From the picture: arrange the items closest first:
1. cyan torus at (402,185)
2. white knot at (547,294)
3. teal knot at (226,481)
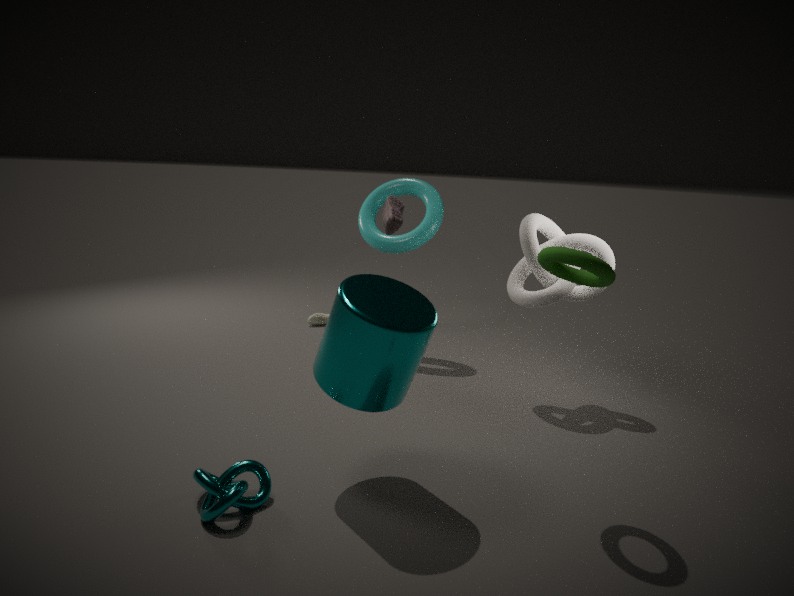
1. teal knot at (226,481)
2. white knot at (547,294)
3. cyan torus at (402,185)
